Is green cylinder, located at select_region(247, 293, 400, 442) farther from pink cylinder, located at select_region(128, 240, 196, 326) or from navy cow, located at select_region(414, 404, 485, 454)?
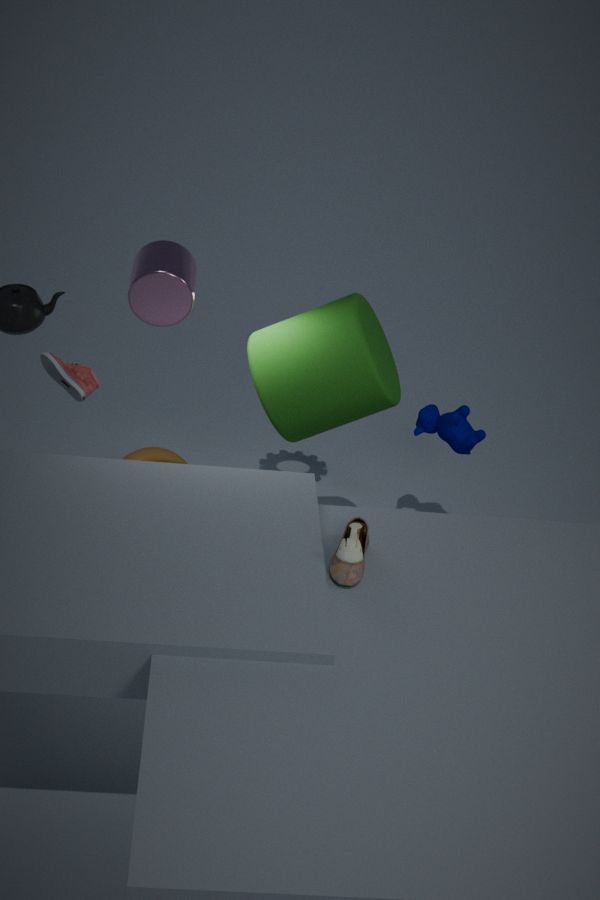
navy cow, located at select_region(414, 404, 485, 454)
